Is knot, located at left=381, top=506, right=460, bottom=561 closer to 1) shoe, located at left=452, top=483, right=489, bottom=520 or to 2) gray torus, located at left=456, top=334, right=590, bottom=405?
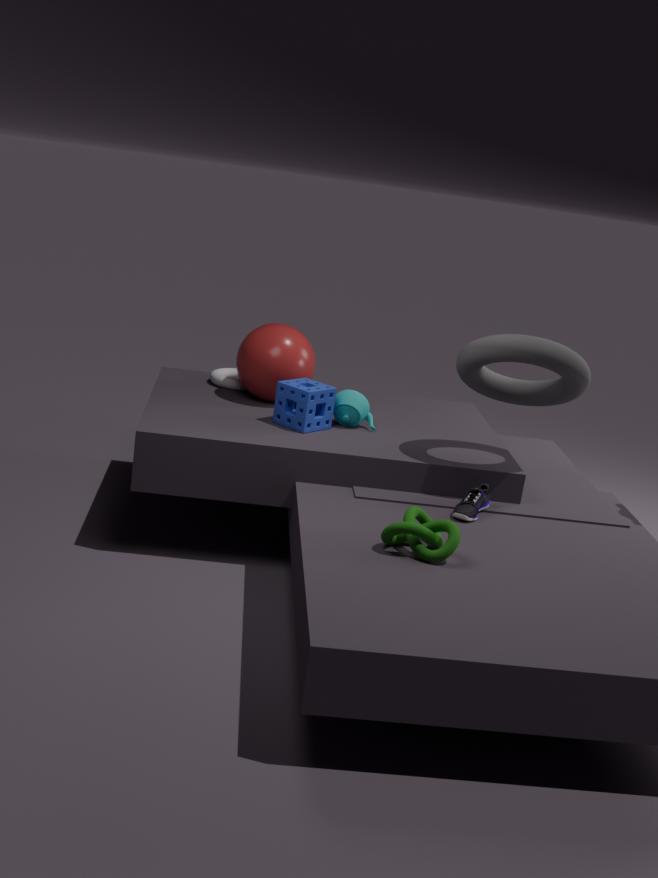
1) shoe, located at left=452, top=483, right=489, bottom=520
